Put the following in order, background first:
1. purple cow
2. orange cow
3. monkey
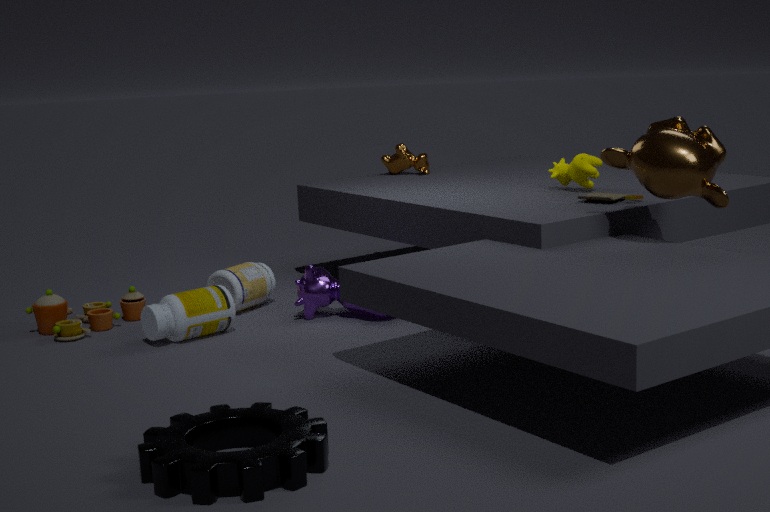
orange cow < purple cow < monkey
